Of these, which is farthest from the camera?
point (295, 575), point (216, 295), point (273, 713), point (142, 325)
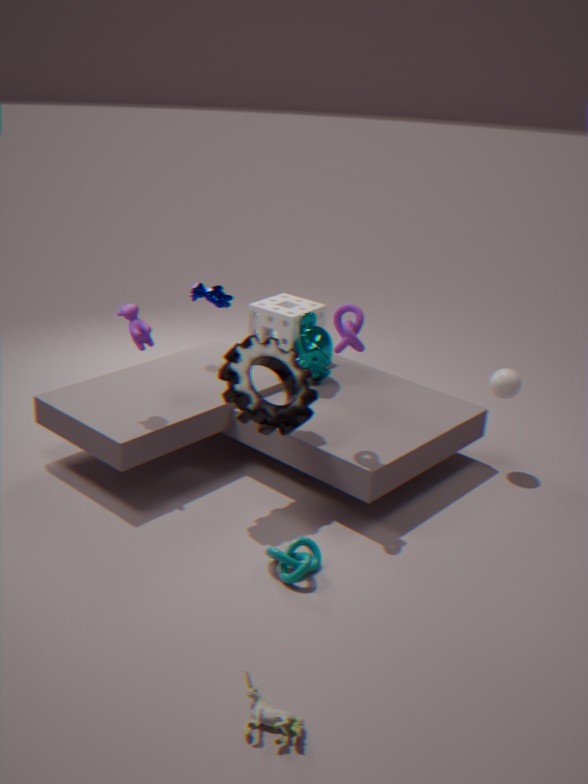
point (216, 295)
